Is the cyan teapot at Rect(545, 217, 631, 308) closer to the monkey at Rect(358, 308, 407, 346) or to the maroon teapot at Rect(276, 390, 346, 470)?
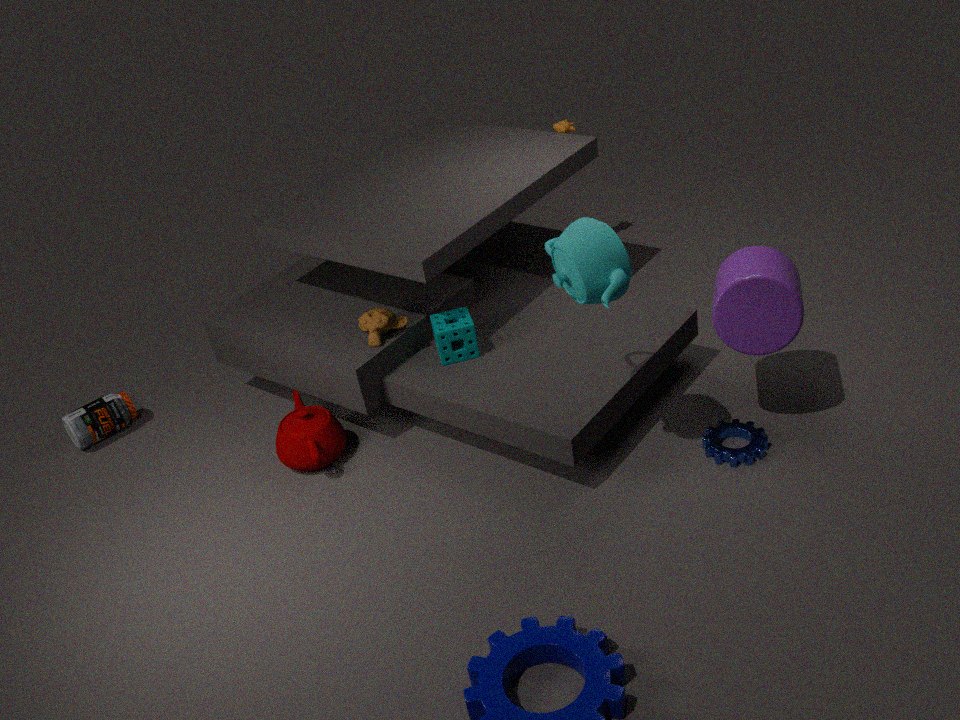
the monkey at Rect(358, 308, 407, 346)
